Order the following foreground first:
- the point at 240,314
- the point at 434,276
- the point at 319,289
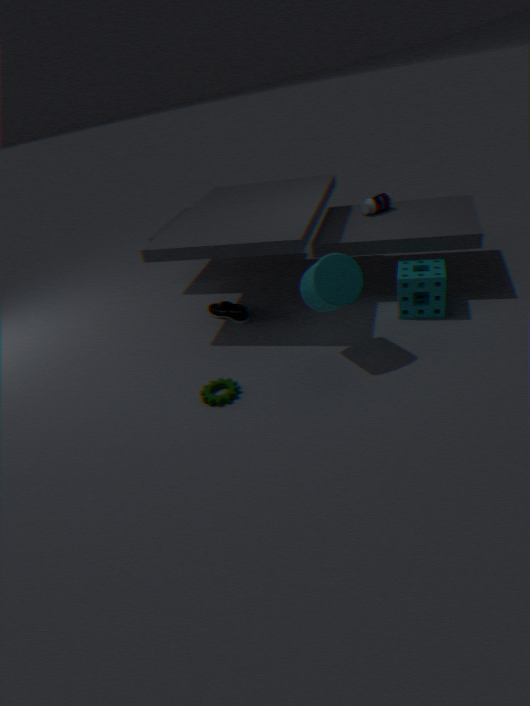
the point at 319,289 → the point at 434,276 → the point at 240,314
